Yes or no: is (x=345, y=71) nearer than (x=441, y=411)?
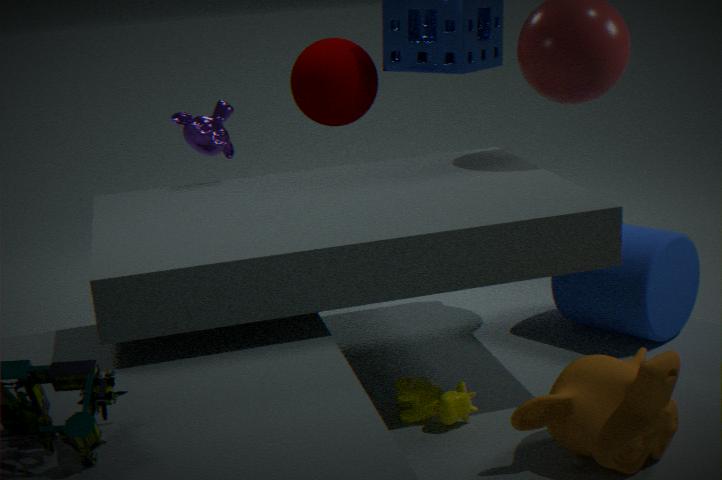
No
